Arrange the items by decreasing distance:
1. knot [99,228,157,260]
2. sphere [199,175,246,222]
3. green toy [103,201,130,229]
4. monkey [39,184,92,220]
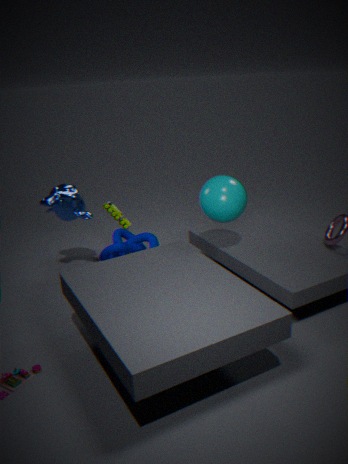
knot [99,228,157,260], green toy [103,201,130,229], monkey [39,184,92,220], sphere [199,175,246,222]
